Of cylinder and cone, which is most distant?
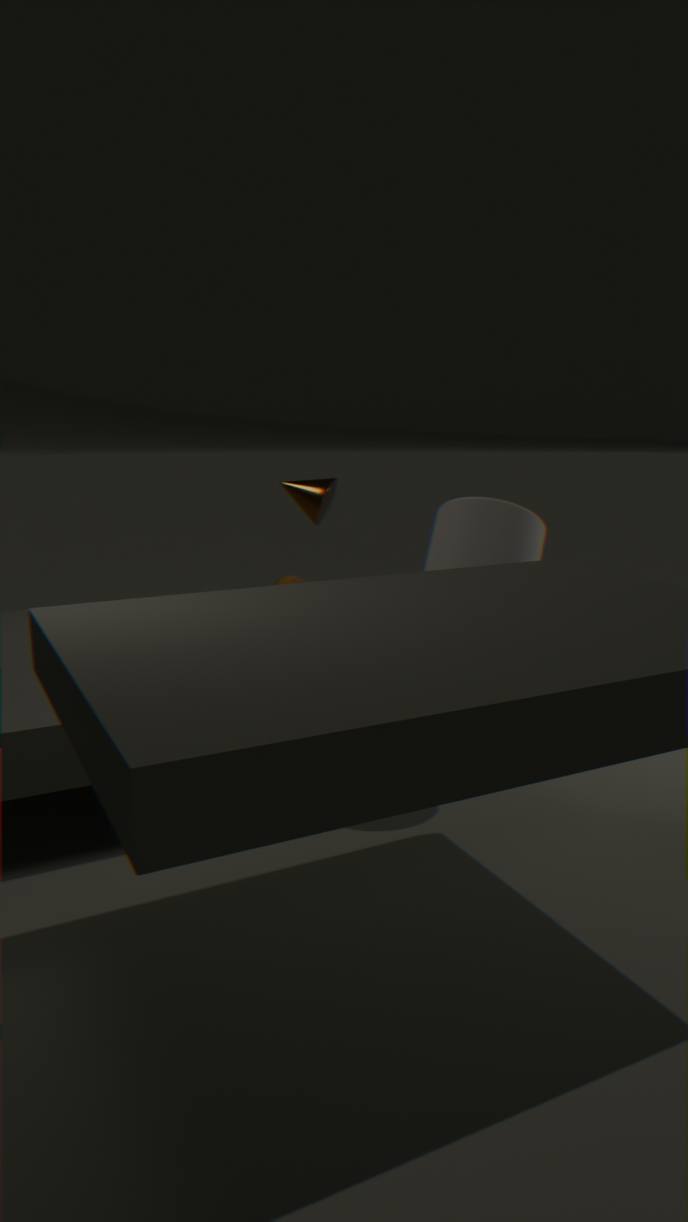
cone
